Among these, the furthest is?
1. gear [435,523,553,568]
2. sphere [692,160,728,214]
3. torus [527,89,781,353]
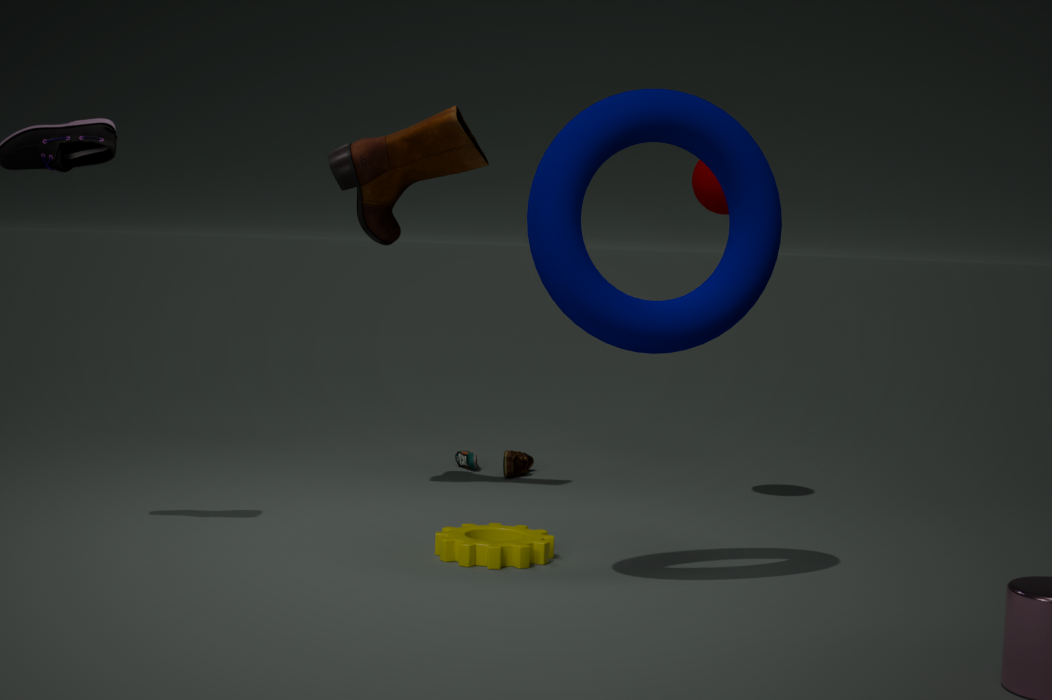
sphere [692,160,728,214]
